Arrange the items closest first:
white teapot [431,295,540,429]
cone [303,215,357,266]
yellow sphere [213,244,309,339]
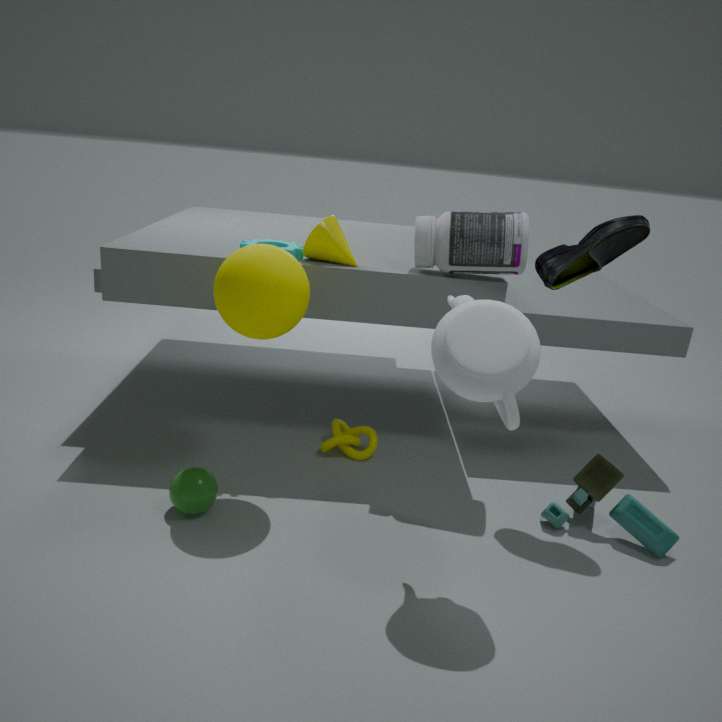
white teapot [431,295,540,429], yellow sphere [213,244,309,339], cone [303,215,357,266]
